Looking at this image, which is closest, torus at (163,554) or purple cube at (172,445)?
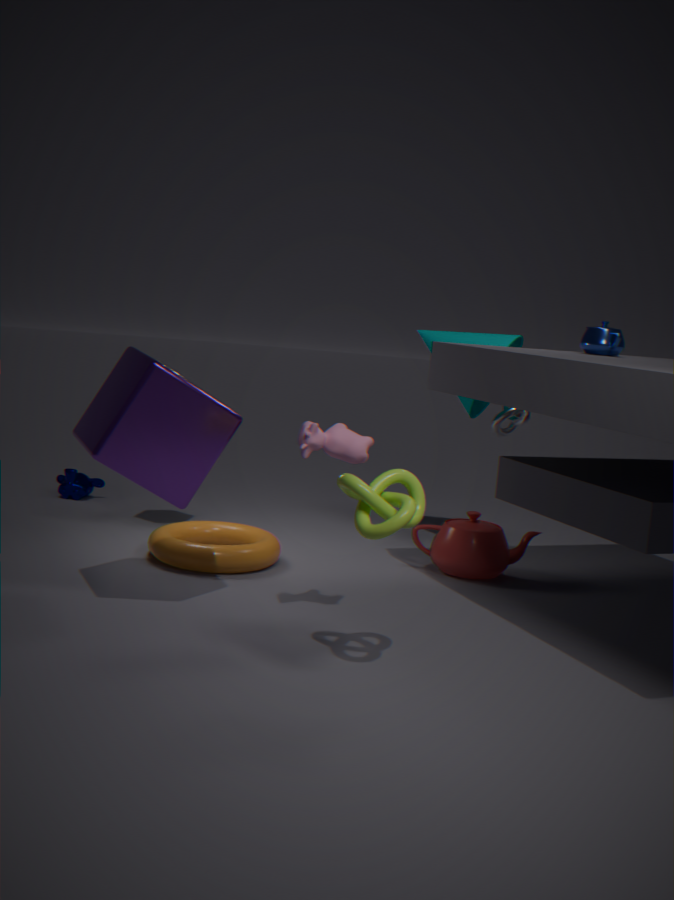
purple cube at (172,445)
